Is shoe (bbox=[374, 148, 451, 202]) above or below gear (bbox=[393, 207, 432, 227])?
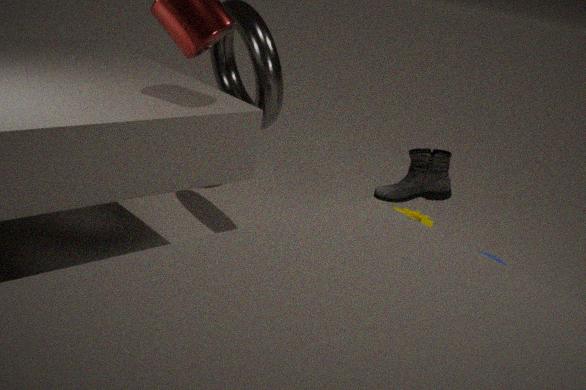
above
